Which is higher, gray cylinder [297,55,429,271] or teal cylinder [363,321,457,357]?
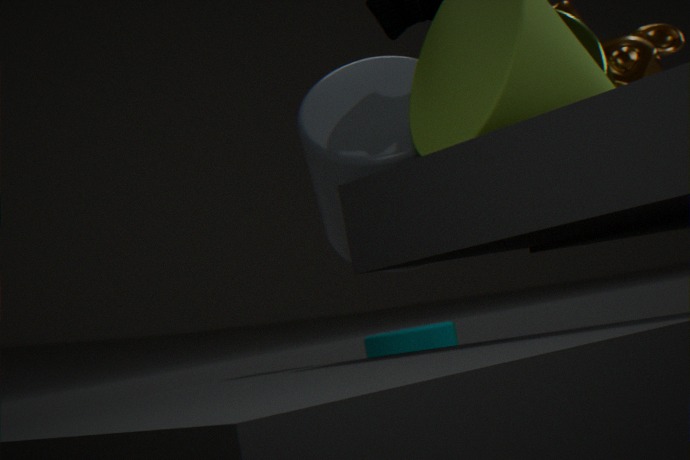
gray cylinder [297,55,429,271]
